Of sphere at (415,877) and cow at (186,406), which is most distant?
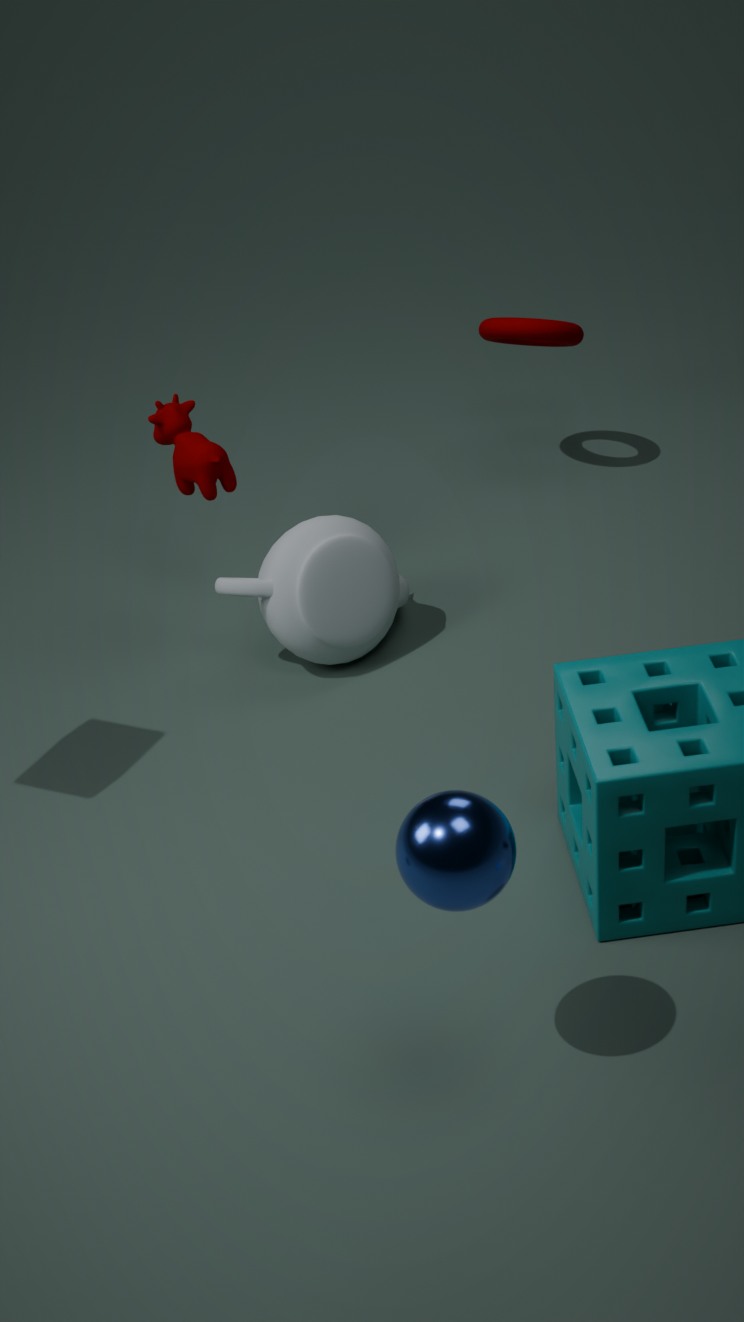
cow at (186,406)
